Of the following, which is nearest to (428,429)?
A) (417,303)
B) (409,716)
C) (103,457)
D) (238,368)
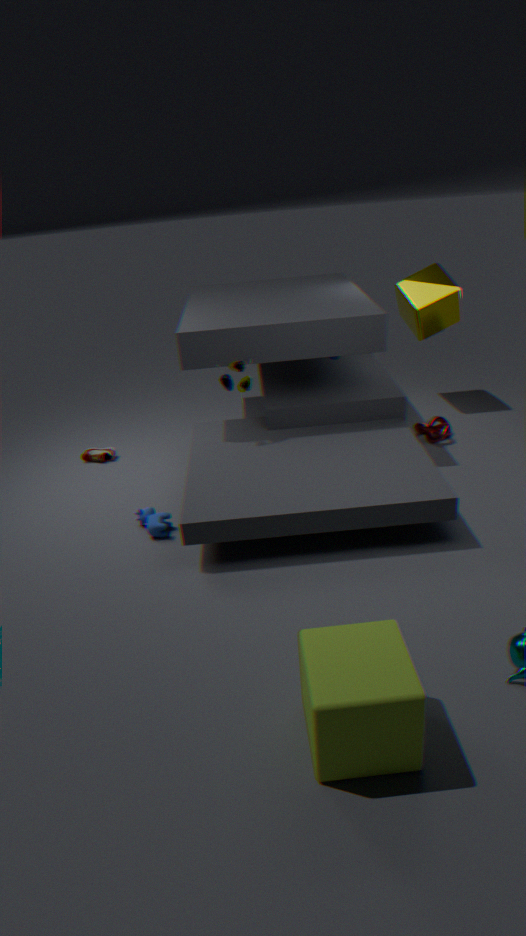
(417,303)
